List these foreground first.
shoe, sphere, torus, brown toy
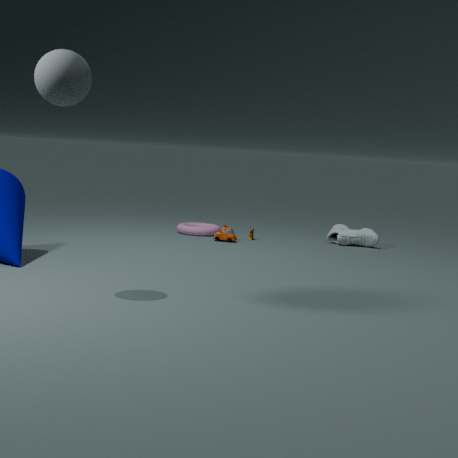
sphere → brown toy → shoe → torus
